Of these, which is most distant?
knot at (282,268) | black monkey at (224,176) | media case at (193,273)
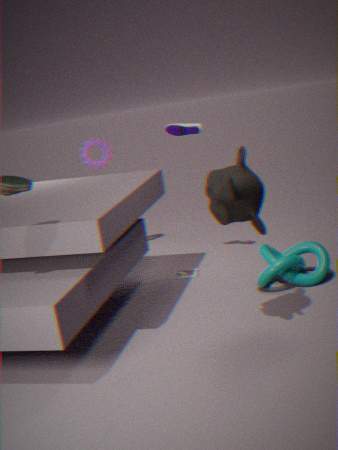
media case at (193,273)
